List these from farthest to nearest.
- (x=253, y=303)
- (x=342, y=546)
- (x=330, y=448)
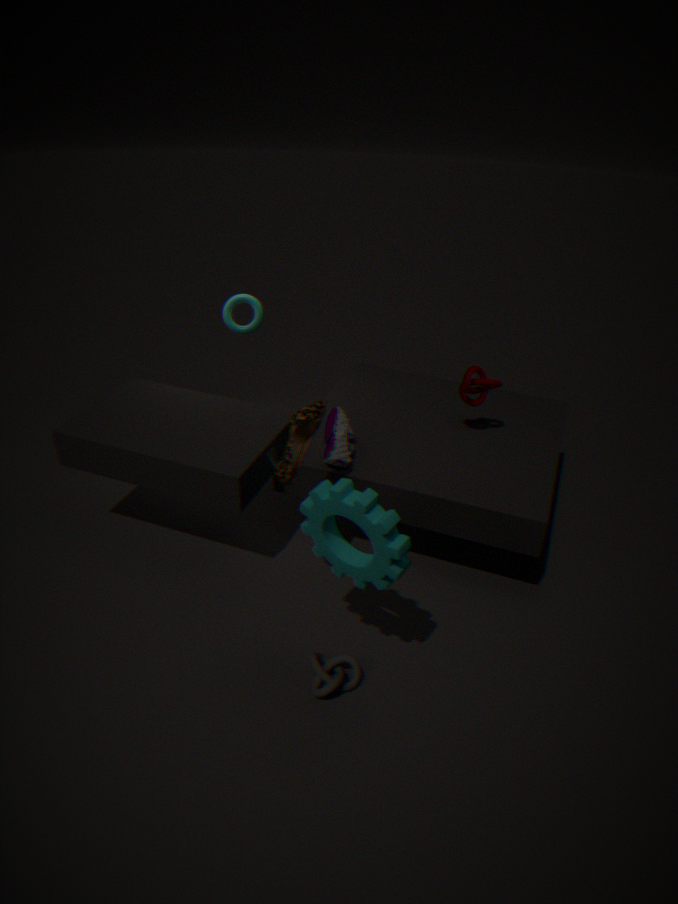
(x=253, y=303)
(x=330, y=448)
(x=342, y=546)
